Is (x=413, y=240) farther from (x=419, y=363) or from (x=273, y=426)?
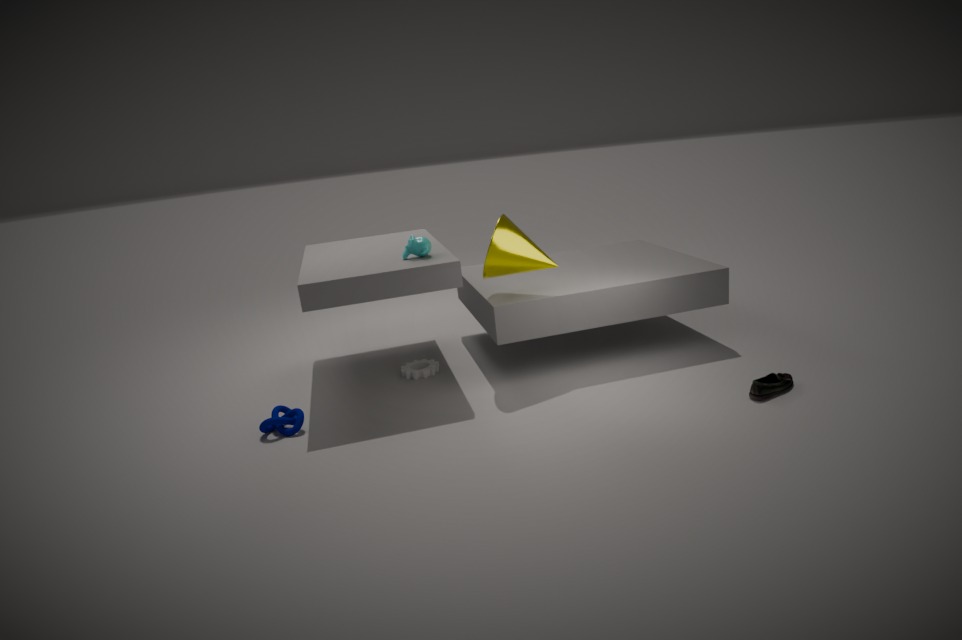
(x=273, y=426)
